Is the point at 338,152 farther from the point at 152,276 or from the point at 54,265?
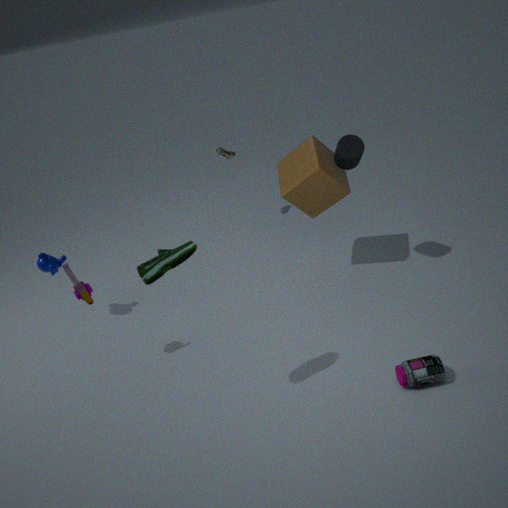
the point at 54,265
